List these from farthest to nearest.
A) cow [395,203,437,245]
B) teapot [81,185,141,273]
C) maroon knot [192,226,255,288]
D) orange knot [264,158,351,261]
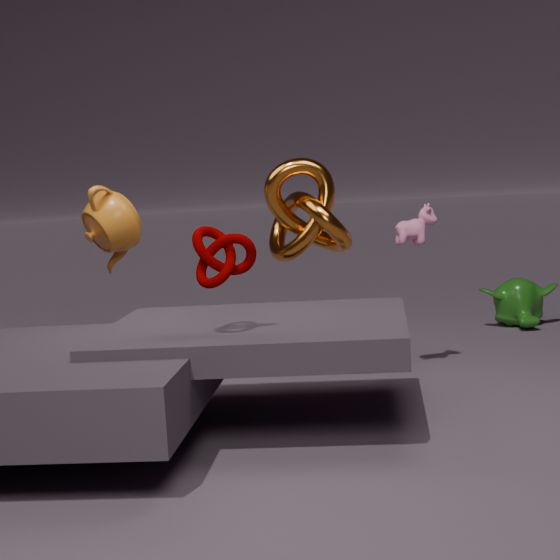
cow [395,203,437,245] < teapot [81,185,141,273] < orange knot [264,158,351,261] < maroon knot [192,226,255,288]
